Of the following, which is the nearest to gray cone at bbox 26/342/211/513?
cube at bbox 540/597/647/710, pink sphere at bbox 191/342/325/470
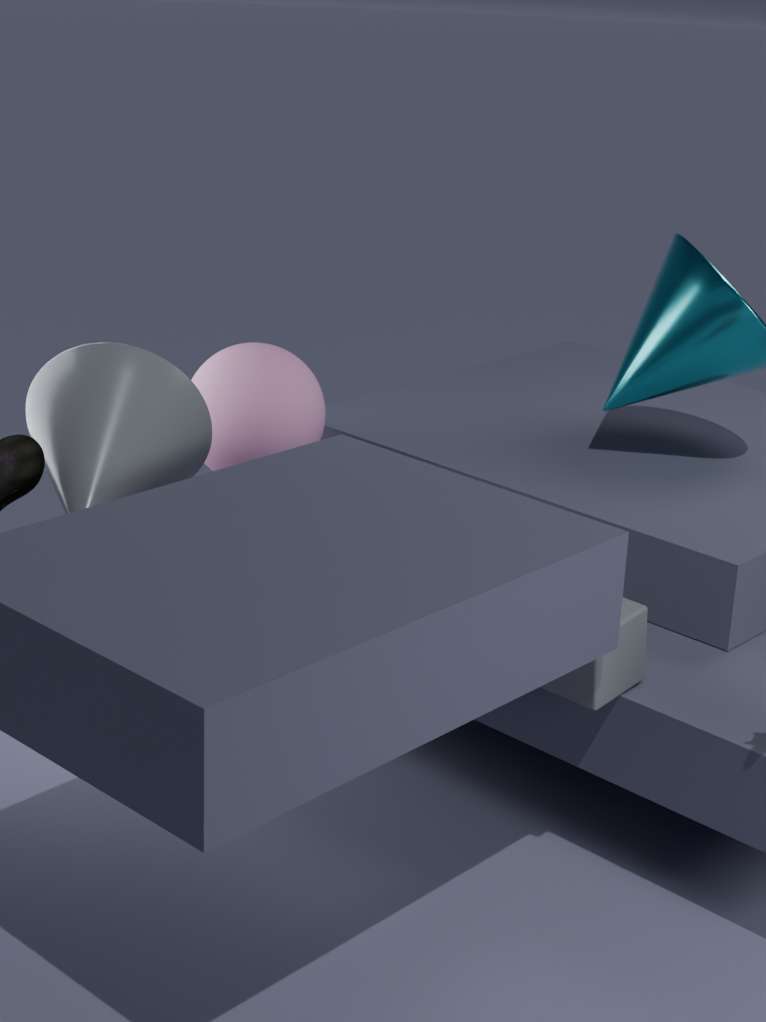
pink sphere at bbox 191/342/325/470
